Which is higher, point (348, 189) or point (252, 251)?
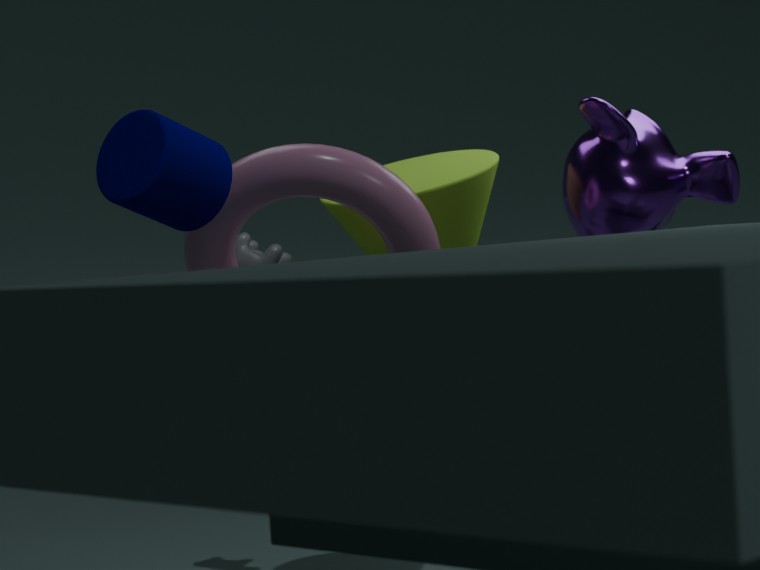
point (348, 189)
